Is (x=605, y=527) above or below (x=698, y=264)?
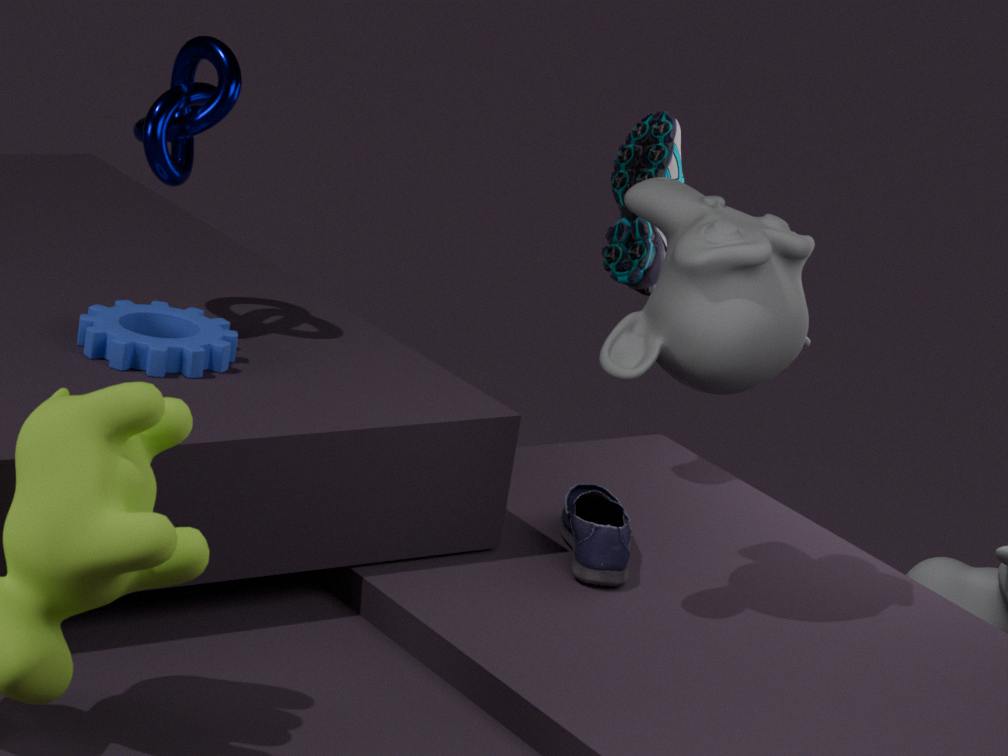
below
